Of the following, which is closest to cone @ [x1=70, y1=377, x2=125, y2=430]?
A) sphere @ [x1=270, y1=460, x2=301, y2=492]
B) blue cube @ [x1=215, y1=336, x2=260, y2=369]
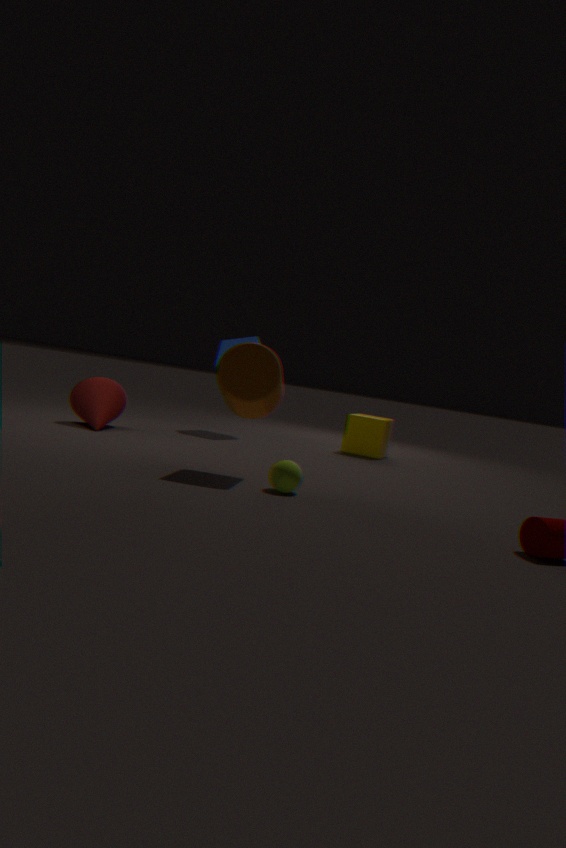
blue cube @ [x1=215, y1=336, x2=260, y2=369]
